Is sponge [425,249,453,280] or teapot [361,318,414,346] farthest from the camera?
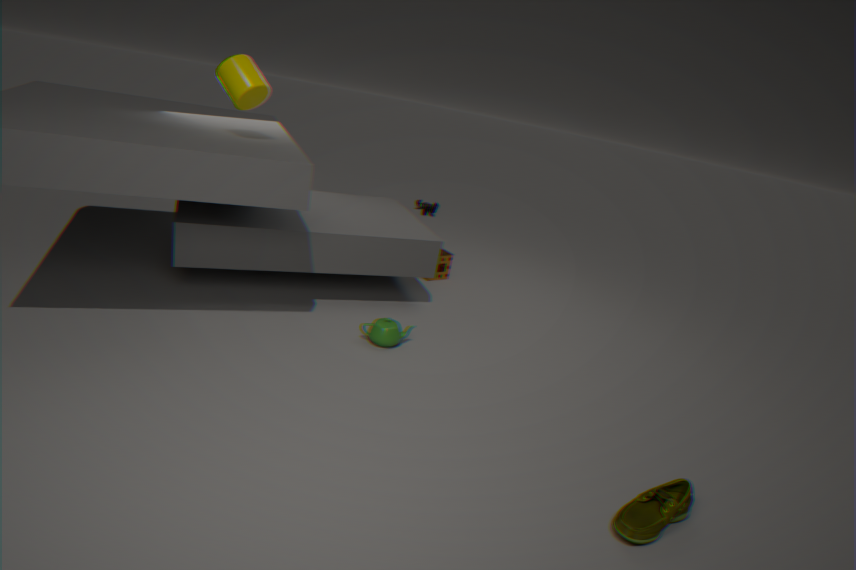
sponge [425,249,453,280]
